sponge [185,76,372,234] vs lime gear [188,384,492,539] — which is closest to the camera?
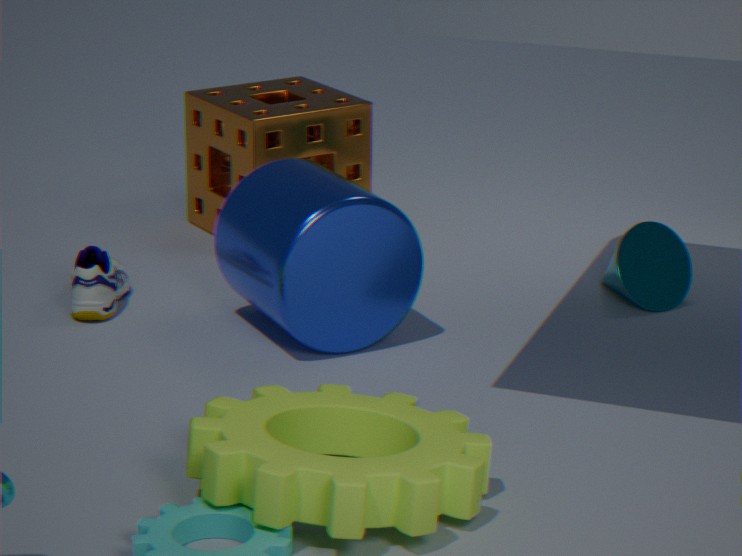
lime gear [188,384,492,539]
